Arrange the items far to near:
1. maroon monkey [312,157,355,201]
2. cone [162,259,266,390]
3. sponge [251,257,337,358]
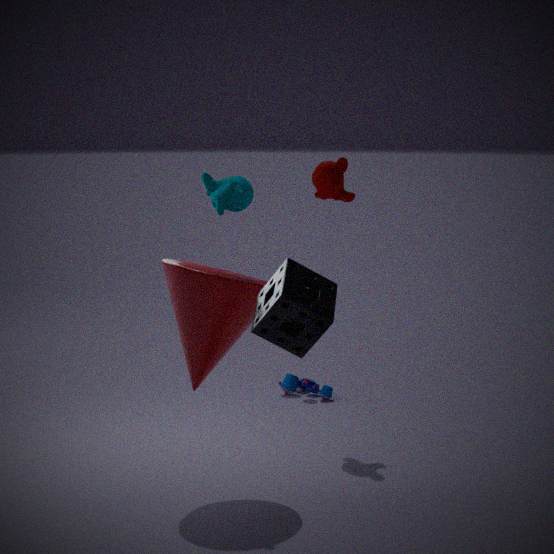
maroon monkey [312,157,355,201] → cone [162,259,266,390] → sponge [251,257,337,358]
